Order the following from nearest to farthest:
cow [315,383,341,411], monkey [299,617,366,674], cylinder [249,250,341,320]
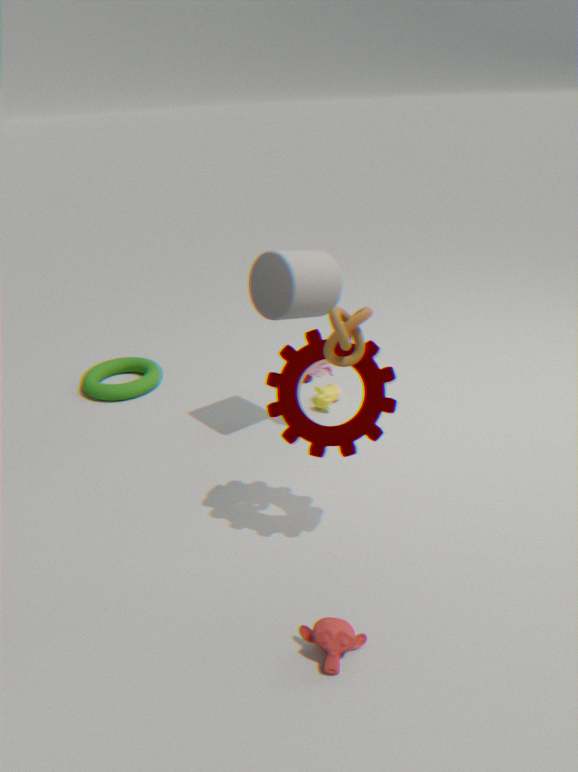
monkey [299,617,366,674] < cylinder [249,250,341,320] < cow [315,383,341,411]
